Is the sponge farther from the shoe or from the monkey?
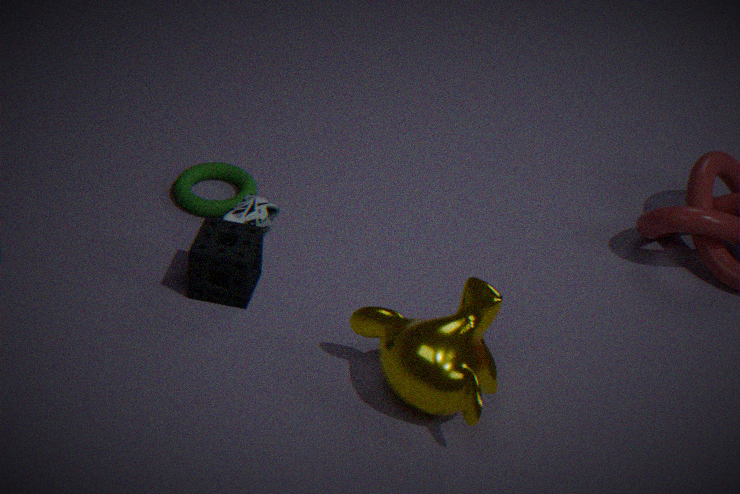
the monkey
